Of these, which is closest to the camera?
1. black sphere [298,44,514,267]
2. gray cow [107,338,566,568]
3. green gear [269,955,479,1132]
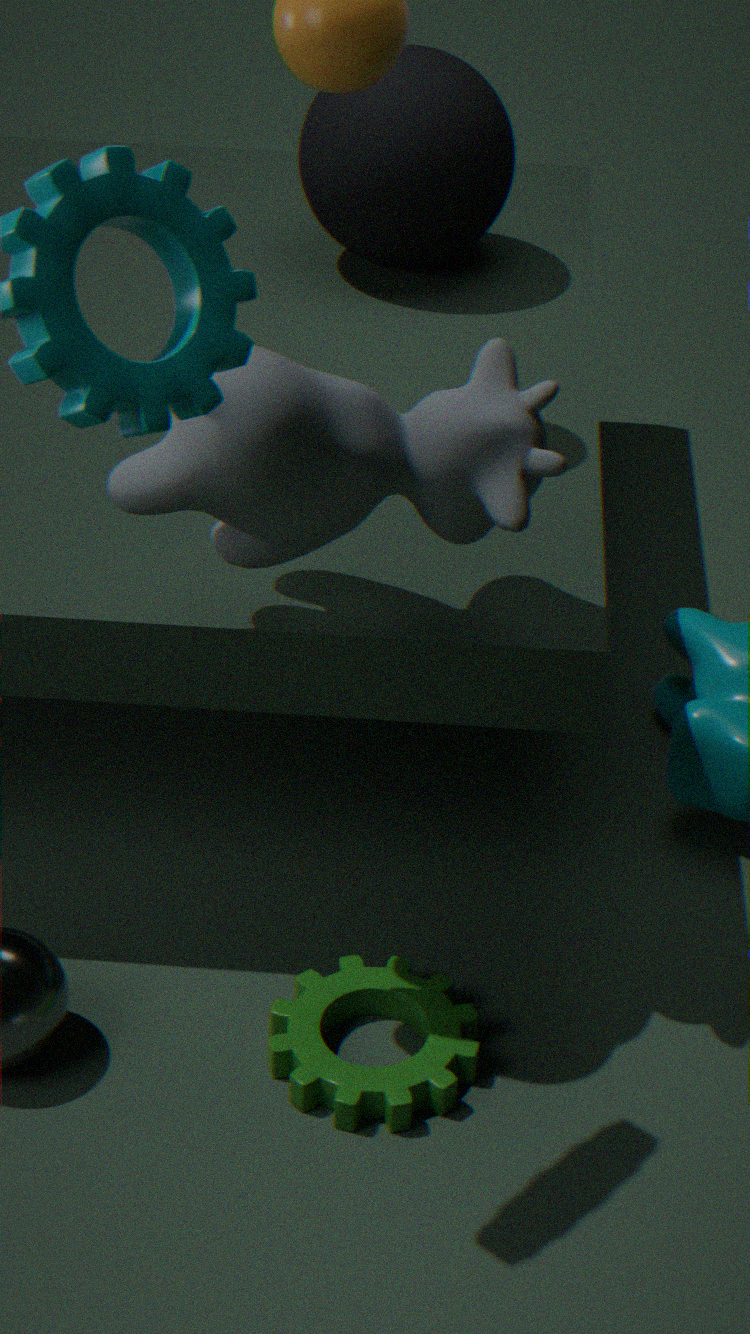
gray cow [107,338,566,568]
